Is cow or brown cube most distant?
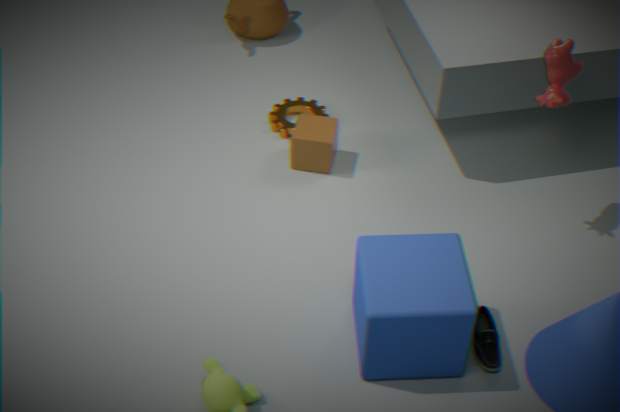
brown cube
